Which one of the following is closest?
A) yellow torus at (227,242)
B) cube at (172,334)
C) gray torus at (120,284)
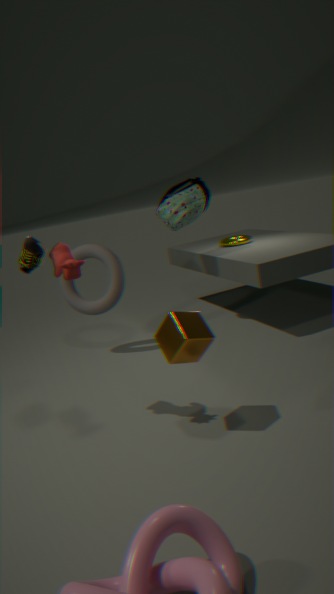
cube at (172,334)
